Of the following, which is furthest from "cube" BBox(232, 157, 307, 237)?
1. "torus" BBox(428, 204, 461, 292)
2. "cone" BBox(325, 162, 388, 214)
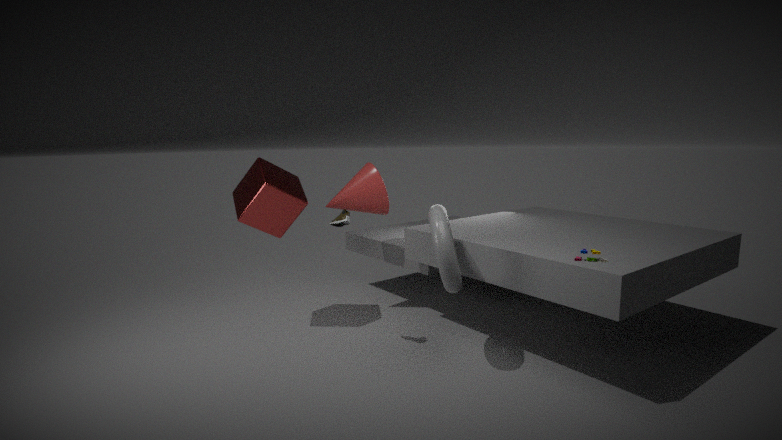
"torus" BBox(428, 204, 461, 292)
